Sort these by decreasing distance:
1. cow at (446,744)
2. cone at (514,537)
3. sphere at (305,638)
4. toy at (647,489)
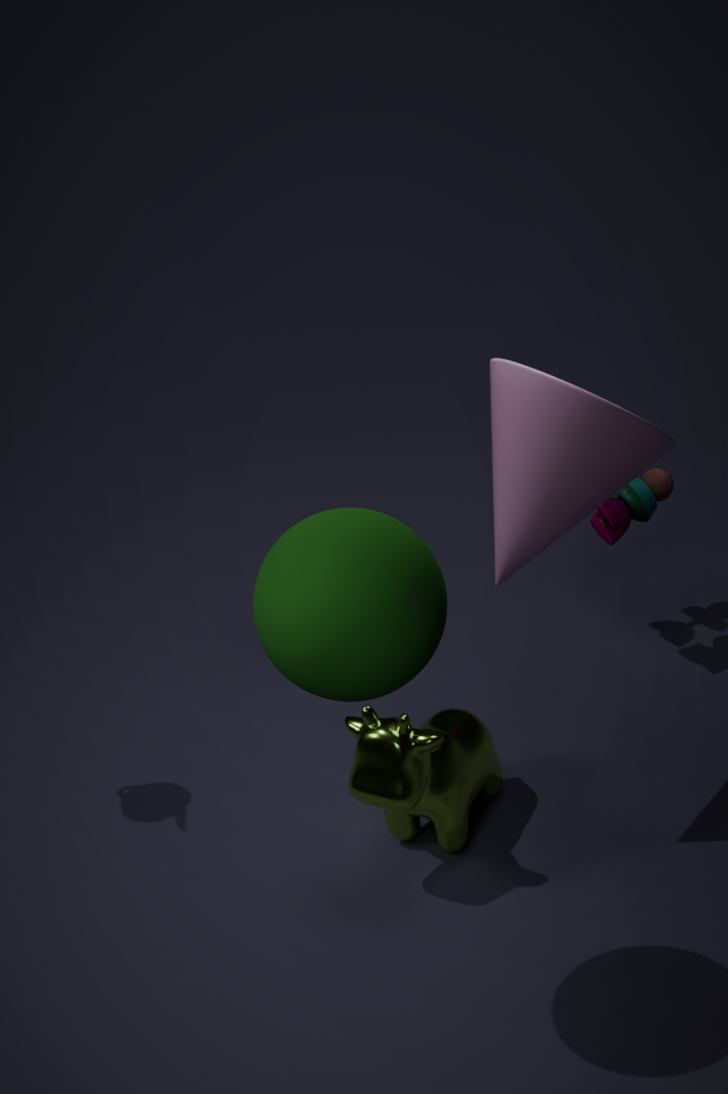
1. toy at (647,489)
2. cow at (446,744)
3. cone at (514,537)
4. sphere at (305,638)
